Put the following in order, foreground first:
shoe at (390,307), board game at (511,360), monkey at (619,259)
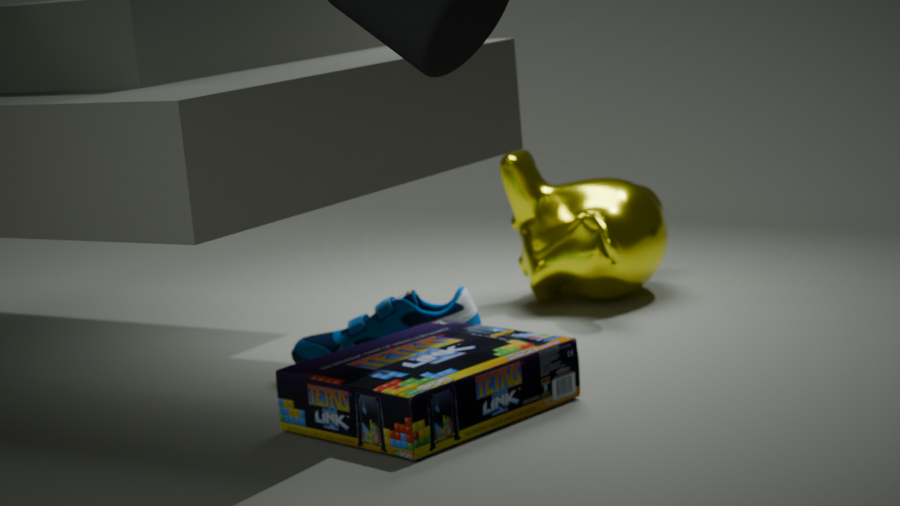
board game at (511,360) < shoe at (390,307) < monkey at (619,259)
